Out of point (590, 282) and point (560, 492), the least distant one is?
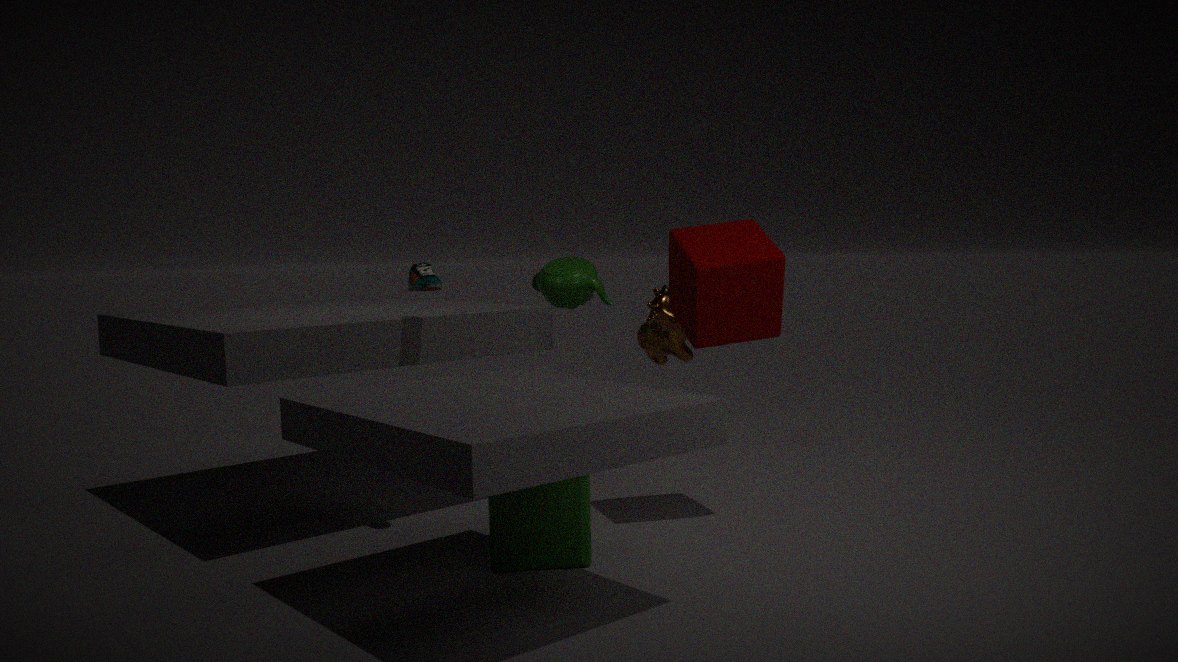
point (560, 492)
